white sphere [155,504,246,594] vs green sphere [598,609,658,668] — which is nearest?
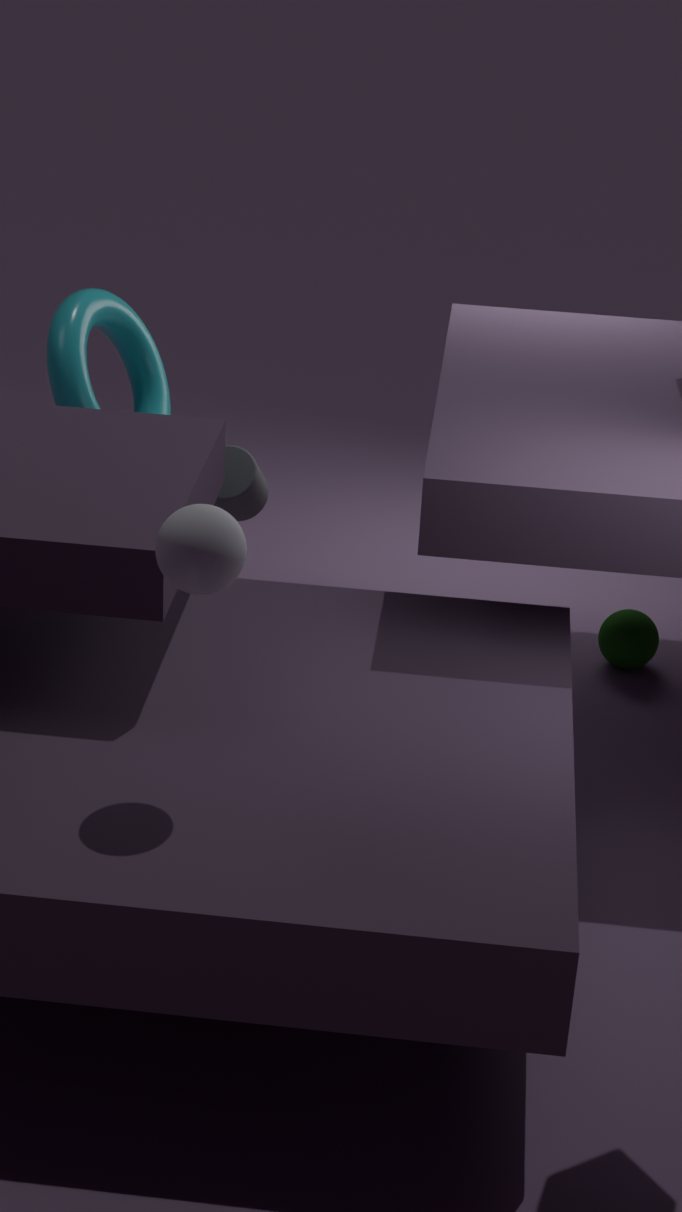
white sphere [155,504,246,594]
